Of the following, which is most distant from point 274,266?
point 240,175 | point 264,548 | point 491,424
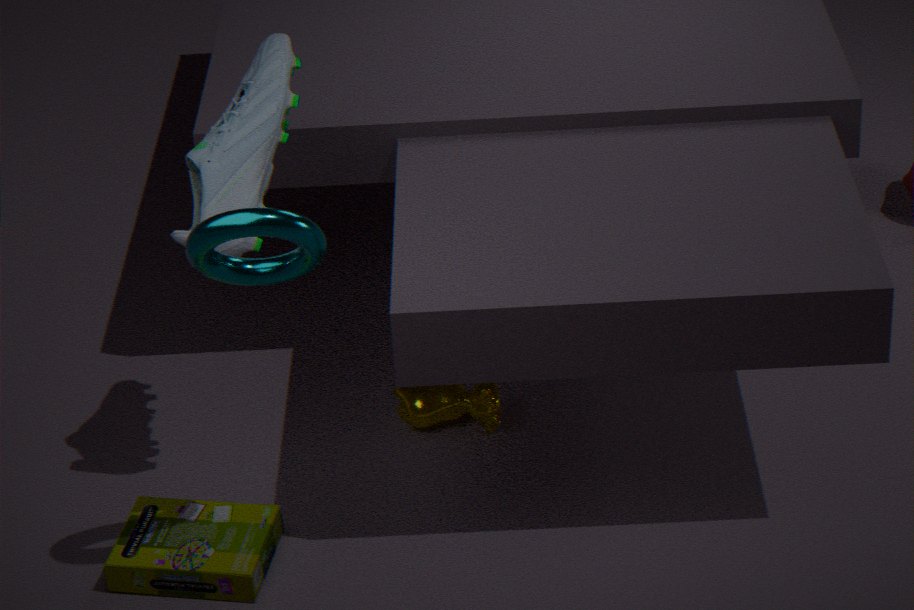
point 491,424
